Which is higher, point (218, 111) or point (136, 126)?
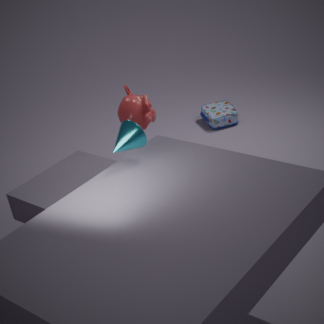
point (136, 126)
